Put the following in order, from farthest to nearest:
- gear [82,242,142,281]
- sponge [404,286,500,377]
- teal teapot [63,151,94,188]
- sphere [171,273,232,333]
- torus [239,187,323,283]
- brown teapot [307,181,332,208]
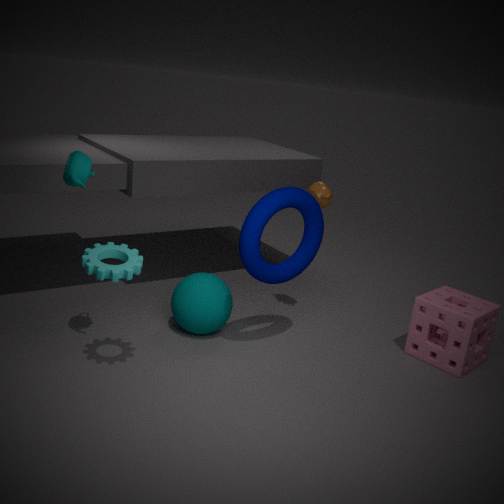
1. brown teapot [307,181,332,208]
2. sphere [171,273,232,333]
3. sponge [404,286,500,377]
4. torus [239,187,323,283]
5. teal teapot [63,151,94,188]
6. gear [82,242,142,281]
